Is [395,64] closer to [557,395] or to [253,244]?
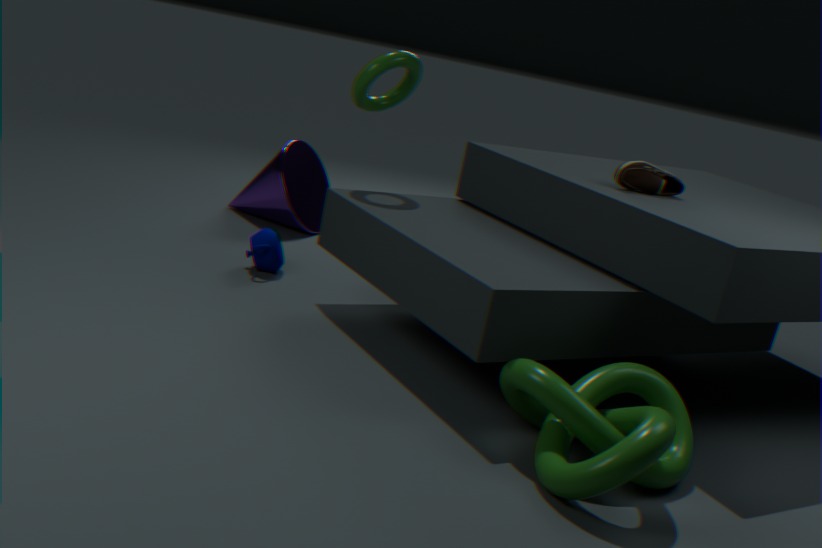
[253,244]
